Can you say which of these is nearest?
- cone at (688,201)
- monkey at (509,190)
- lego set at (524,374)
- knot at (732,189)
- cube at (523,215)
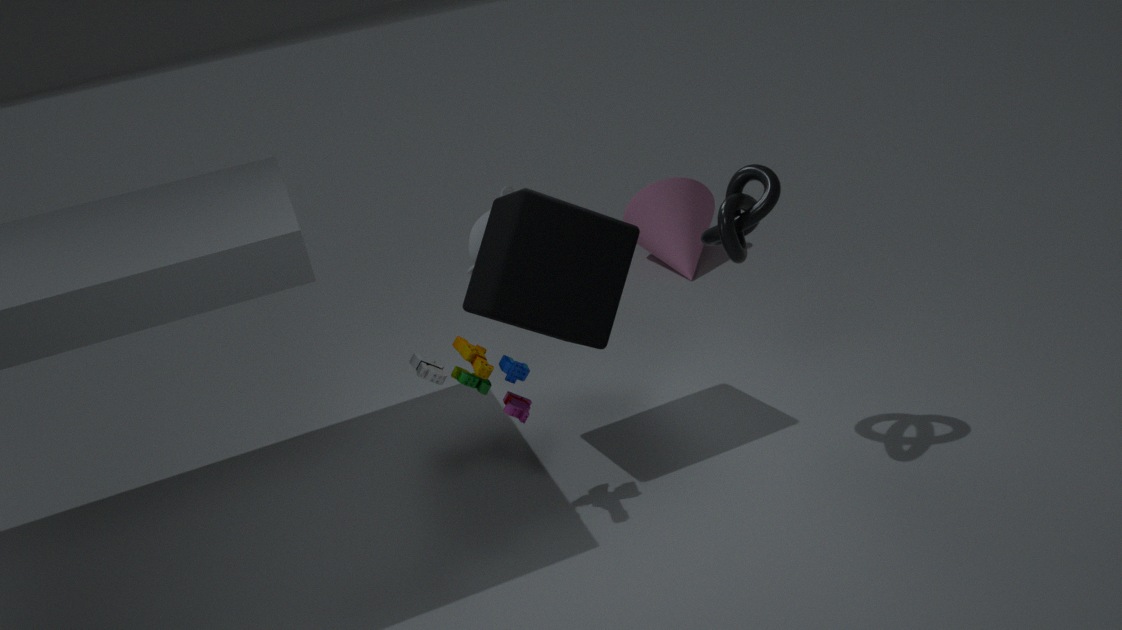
A: knot at (732,189)
